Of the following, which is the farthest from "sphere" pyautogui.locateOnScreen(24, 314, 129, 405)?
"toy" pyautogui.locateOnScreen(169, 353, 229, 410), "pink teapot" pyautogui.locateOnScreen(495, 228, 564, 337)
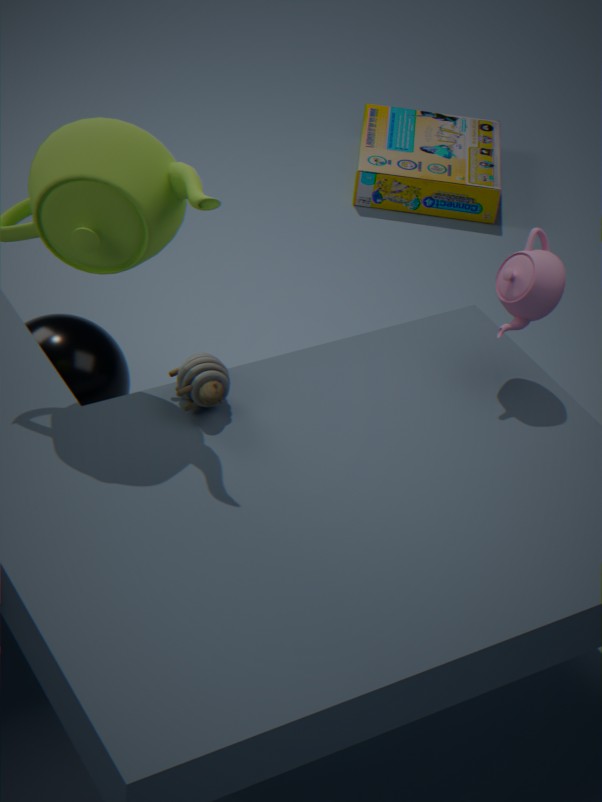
"pink teapot" pyautogui.locateOnScreen(495, 228, 564, 337)
